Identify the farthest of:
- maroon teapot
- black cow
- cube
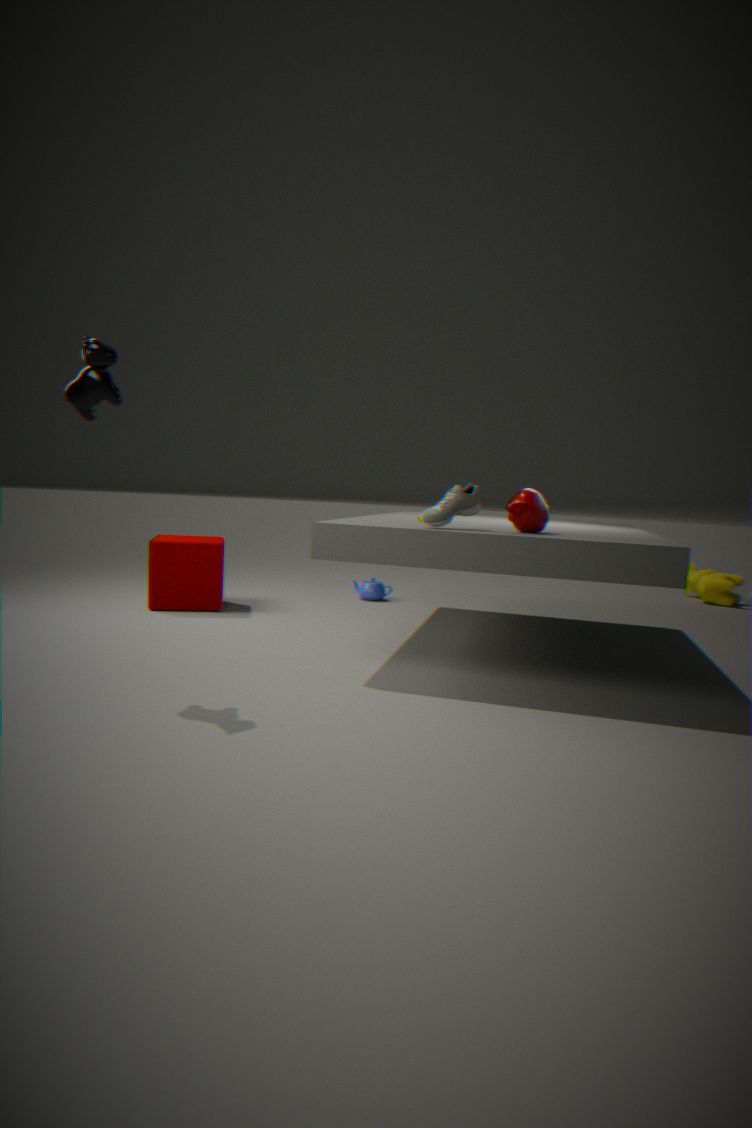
cube
